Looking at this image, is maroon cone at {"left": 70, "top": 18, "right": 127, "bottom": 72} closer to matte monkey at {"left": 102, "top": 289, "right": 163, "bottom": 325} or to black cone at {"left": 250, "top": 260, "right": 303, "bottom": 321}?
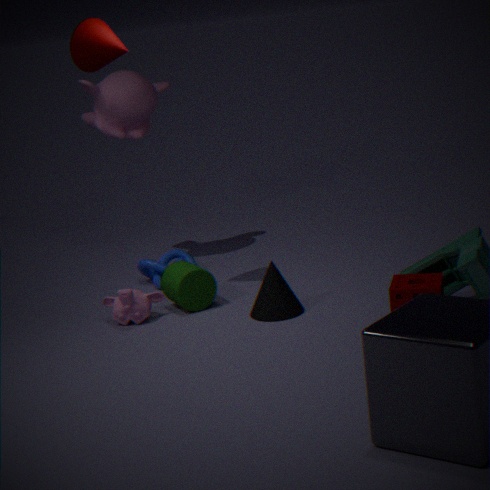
matte monkey at {"left": 102, "top": 289, "right": 163, "bottom": 325}
